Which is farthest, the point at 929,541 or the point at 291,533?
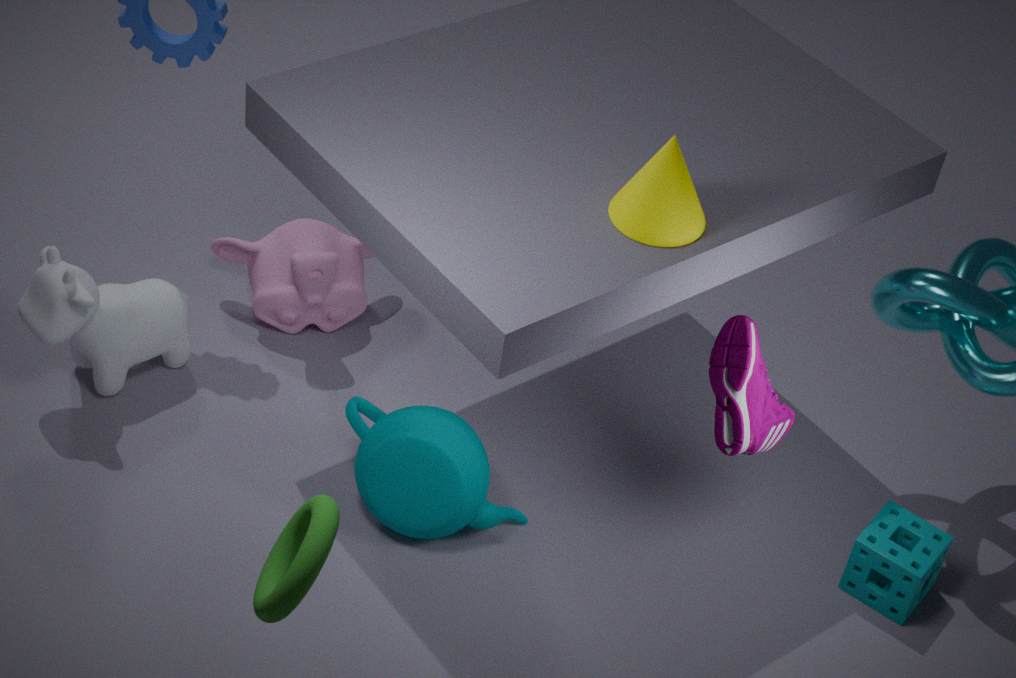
the point at 929,541
